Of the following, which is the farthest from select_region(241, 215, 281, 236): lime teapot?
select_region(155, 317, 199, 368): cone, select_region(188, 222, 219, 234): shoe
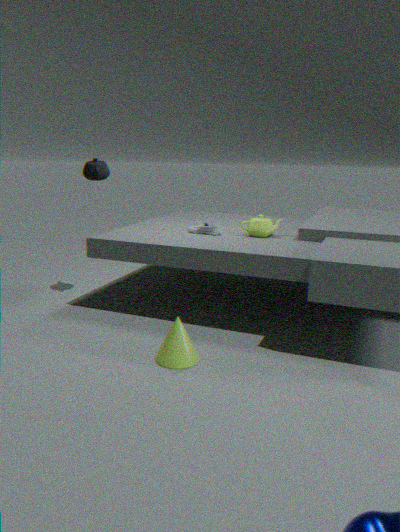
select_region(155, 317, 199, 368): cone
